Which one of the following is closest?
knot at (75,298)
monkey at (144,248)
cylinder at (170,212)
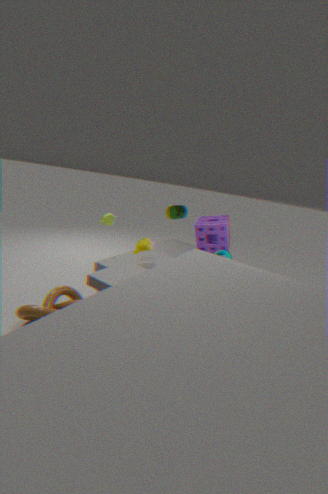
knot at (75,298)
